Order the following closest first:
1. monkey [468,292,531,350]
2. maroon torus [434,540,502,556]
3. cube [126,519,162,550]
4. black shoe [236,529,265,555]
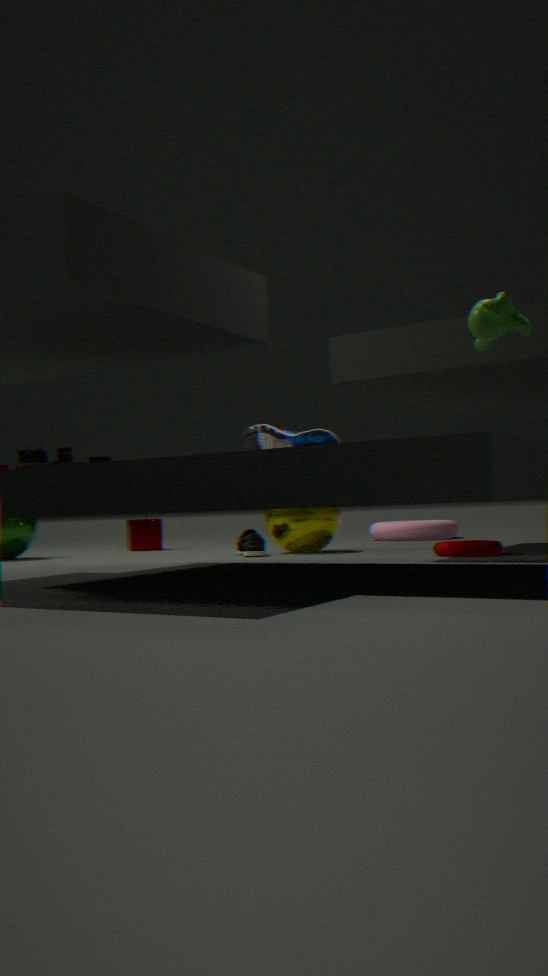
monkey [468,292,531,350] → maroon torus [434,540,502,556] → black shoe [236,529,265,555] → cube [126,519,162,550]
